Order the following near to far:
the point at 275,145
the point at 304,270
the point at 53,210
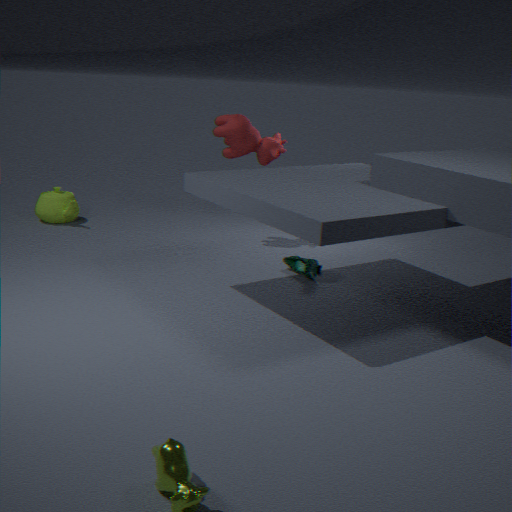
1. the point at 304,270
2. the point at 275,145
3. the point at 53,210
